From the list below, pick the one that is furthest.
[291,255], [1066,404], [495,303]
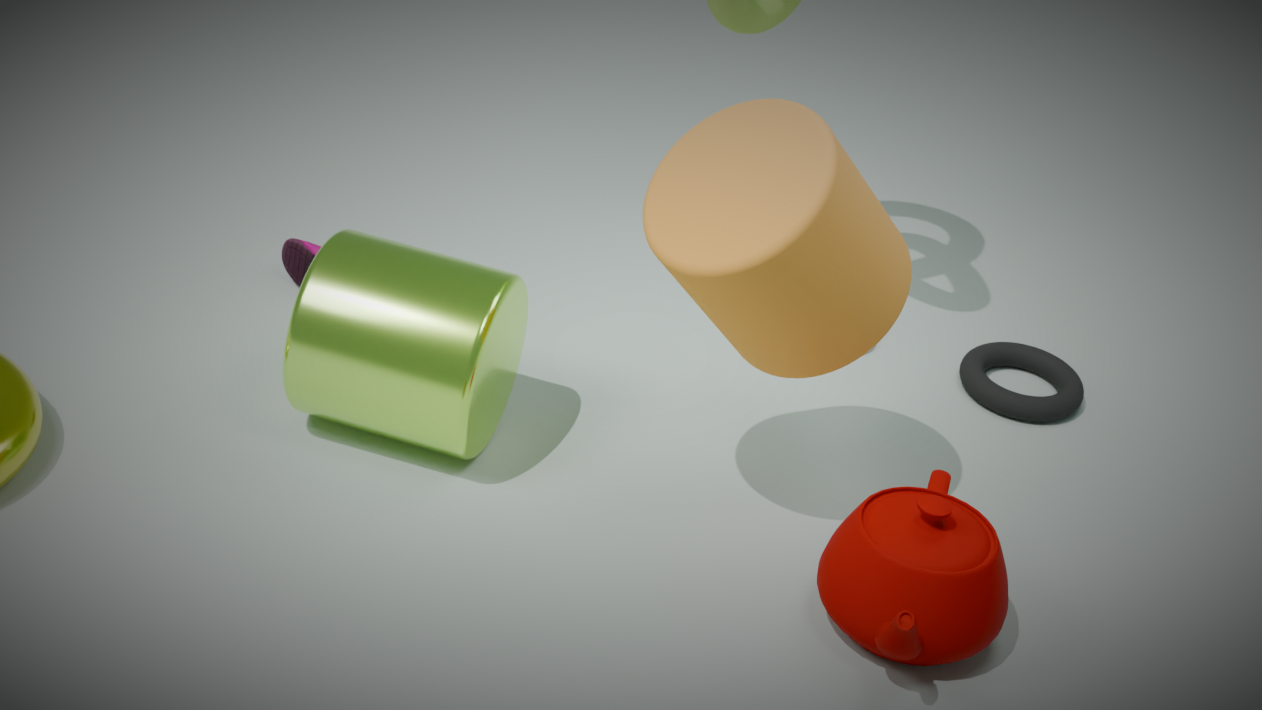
[291,255]
